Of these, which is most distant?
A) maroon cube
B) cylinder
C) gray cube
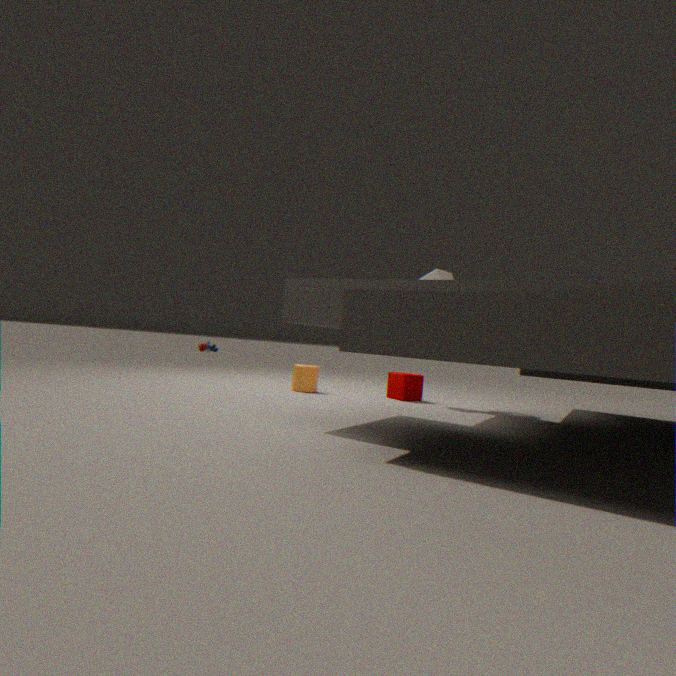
cylinder
